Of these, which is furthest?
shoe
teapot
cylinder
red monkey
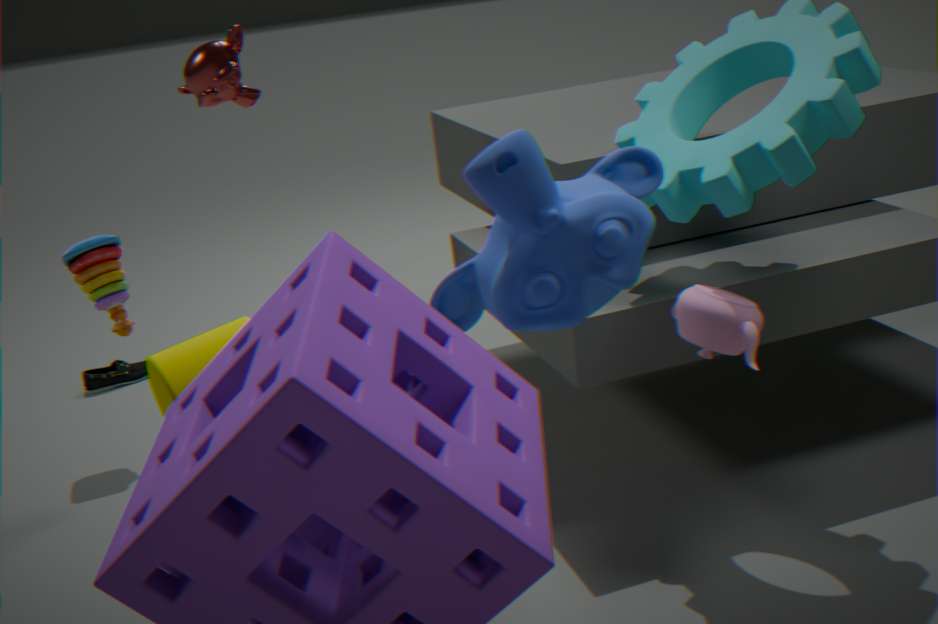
shoe
